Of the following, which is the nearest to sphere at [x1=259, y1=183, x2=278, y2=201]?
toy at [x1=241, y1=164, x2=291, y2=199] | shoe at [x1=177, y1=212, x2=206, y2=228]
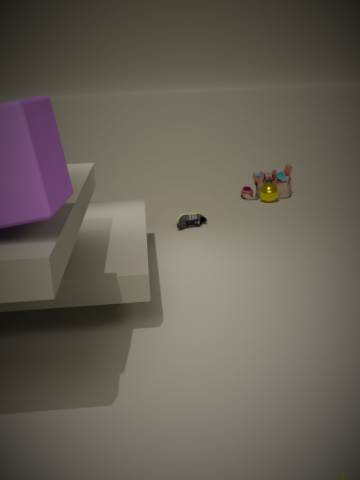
toy at [x1=241, y1=164, x2=291, y2=199]
